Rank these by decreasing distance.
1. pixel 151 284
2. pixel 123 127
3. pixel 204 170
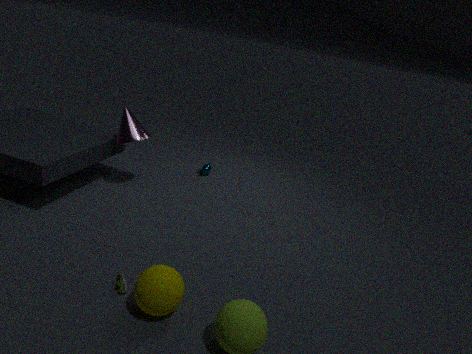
pixel 204 170 < pixel 123 127 < pixel 151 284
